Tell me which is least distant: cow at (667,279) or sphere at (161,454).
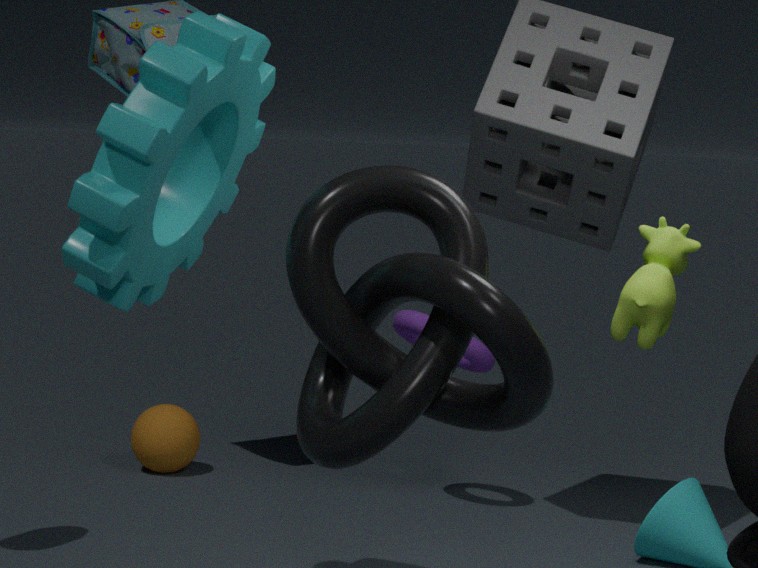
cow at (667,279)
